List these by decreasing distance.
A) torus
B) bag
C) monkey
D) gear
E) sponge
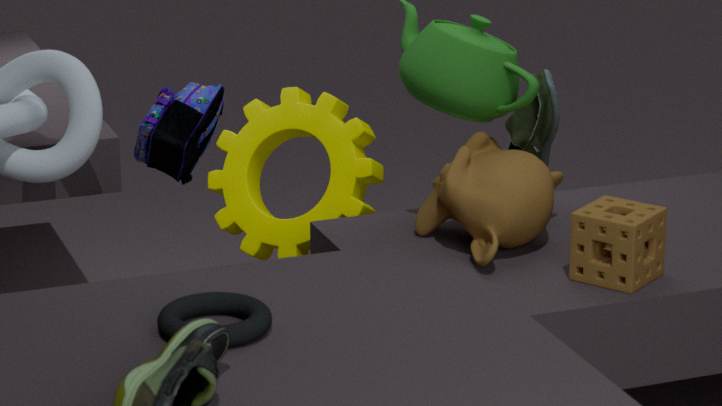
gear < bag < monkey < sponge < torus
